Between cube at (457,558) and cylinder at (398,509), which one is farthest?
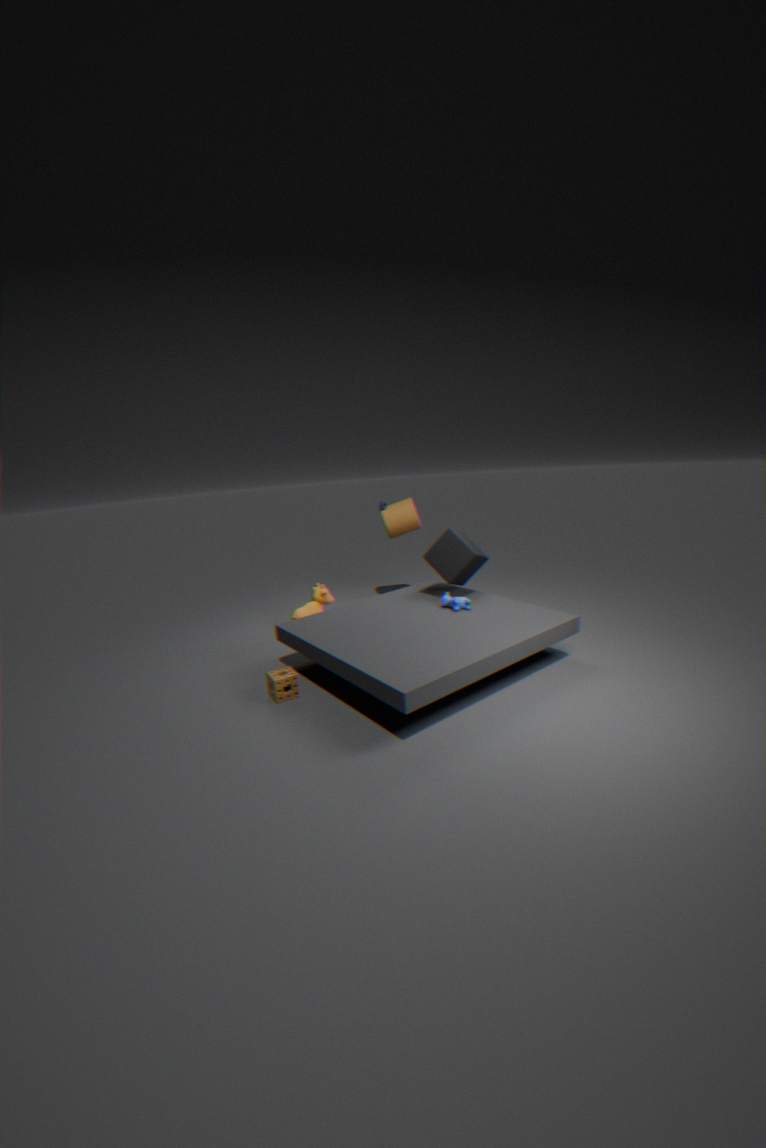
cylinder at (398,509)
